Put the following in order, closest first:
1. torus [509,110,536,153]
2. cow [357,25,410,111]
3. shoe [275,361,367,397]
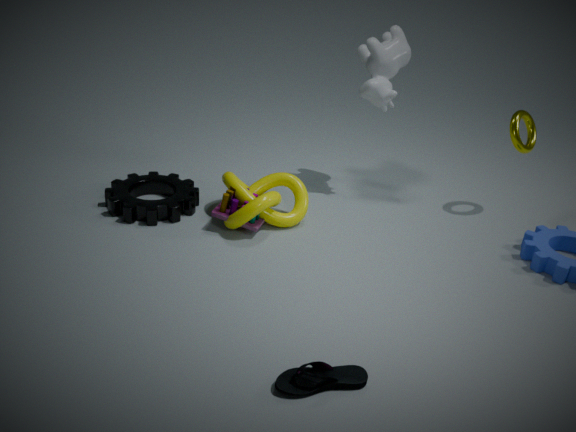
shoe [275,361,367,397] < torus [509,110,536,153] < cow [357,25,410,111]
